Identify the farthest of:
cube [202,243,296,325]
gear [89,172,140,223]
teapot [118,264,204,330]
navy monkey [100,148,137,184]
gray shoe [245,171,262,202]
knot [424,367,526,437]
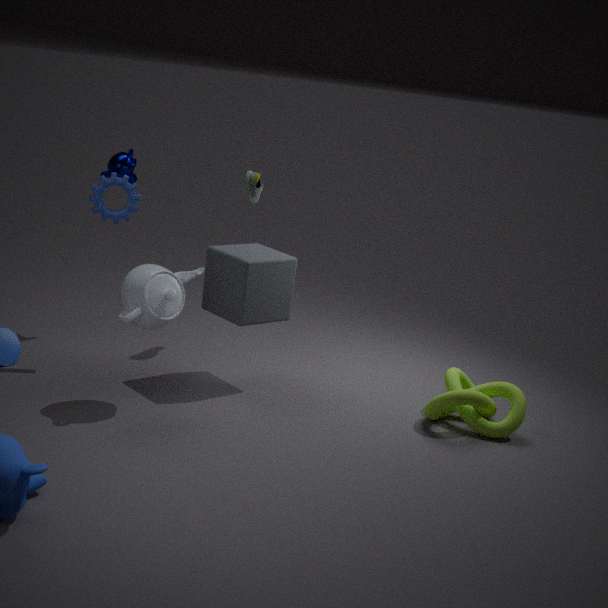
navy monkey [100,148,137,184]
